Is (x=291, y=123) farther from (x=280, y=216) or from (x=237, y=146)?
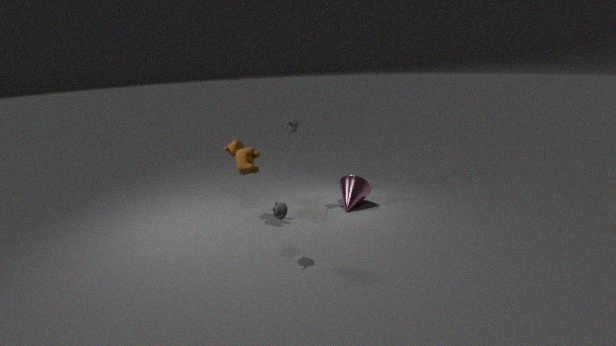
(x=280, y=216)
